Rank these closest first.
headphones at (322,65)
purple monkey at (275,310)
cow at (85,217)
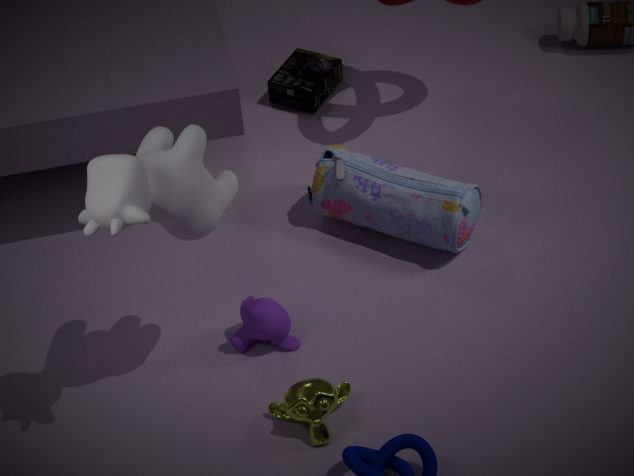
cow at (85,217), purple monkey at (275,310), headphones at (322,65)
